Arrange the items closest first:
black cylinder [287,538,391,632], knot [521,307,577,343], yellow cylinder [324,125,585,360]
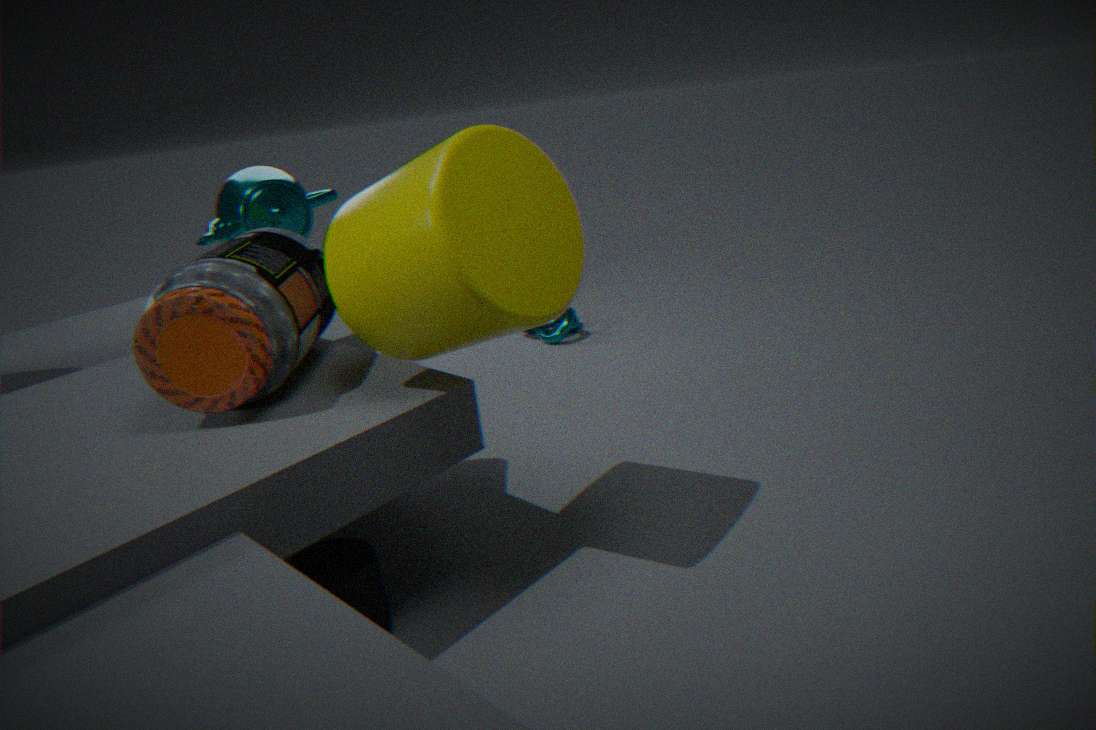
yellow cylinder [324,125,585,360], black cylinder [287,538,391,632], knot [521,307,577,343]
